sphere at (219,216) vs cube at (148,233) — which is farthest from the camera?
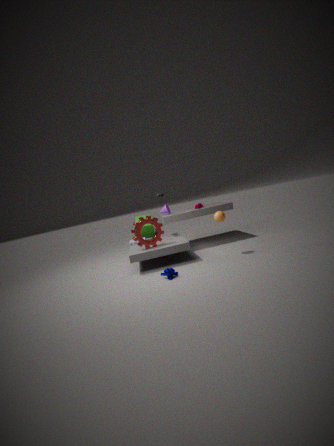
cube at (148,233)
